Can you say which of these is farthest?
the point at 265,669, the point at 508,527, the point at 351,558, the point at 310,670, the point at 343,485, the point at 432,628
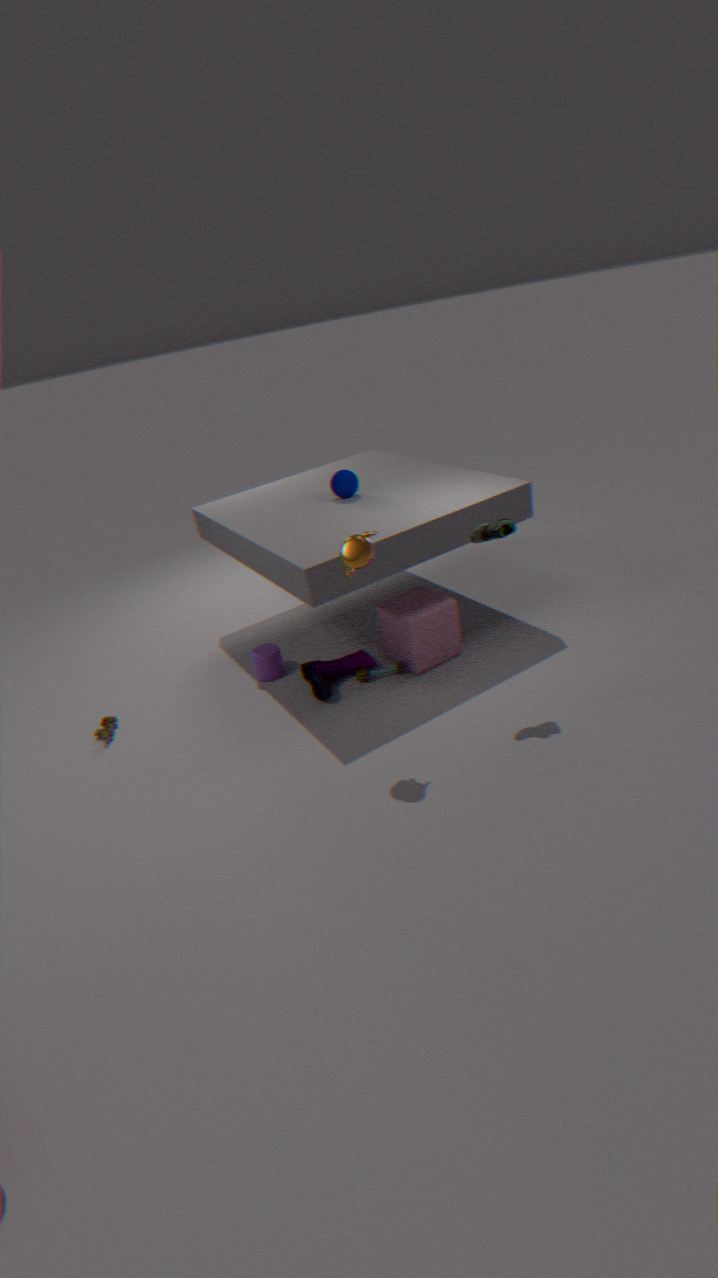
the point at 343,485
